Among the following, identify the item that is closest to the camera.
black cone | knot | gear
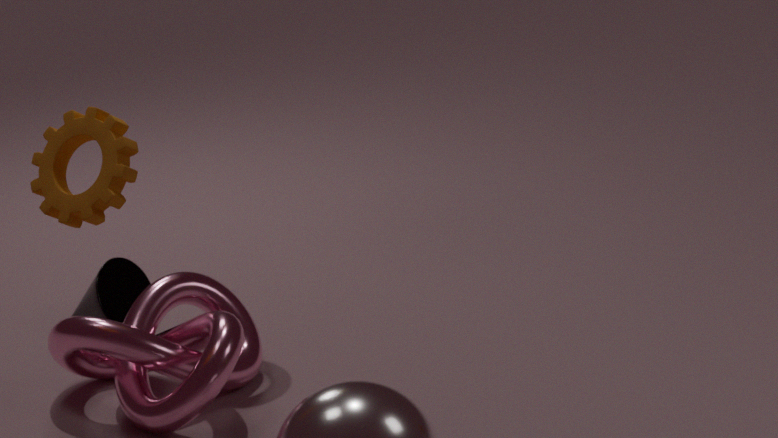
gear
